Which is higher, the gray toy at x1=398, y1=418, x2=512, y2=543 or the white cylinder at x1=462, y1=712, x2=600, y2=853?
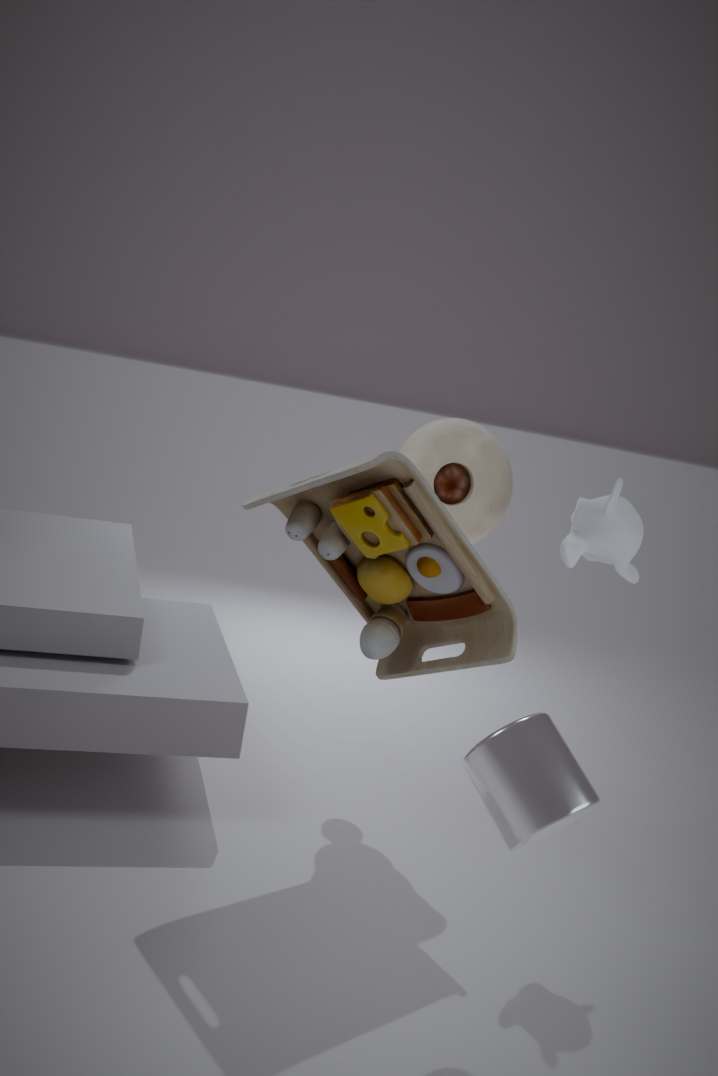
the gray toy at x1=398, y1=418, x2=512, y2=543
